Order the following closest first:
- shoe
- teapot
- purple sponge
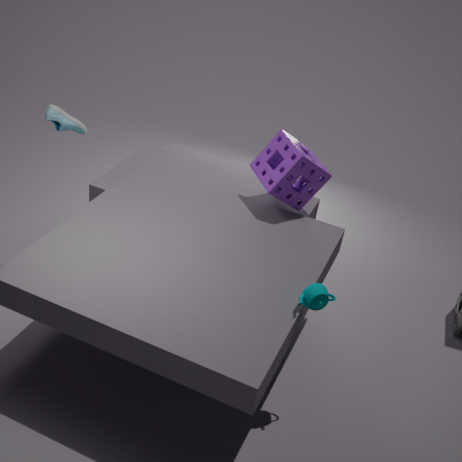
teapot < purple sponge < shoe
